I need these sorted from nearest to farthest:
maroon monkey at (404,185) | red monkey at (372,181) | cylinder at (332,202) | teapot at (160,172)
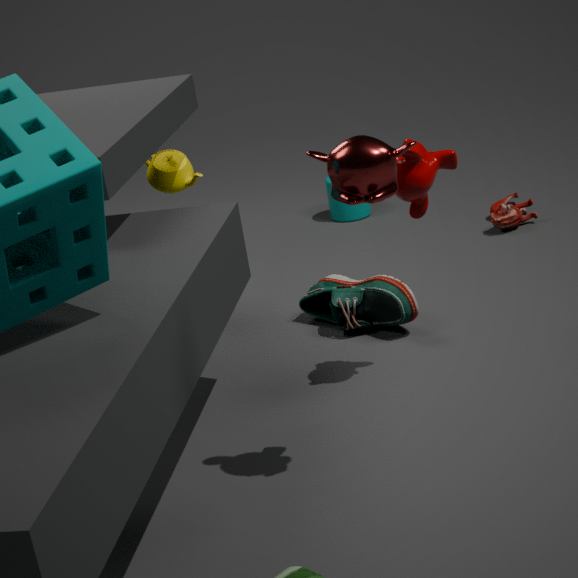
red monkey at (372,181) → maroon monkey at (404,185) → teapot at (160,172) → cylinder at (332,202)
